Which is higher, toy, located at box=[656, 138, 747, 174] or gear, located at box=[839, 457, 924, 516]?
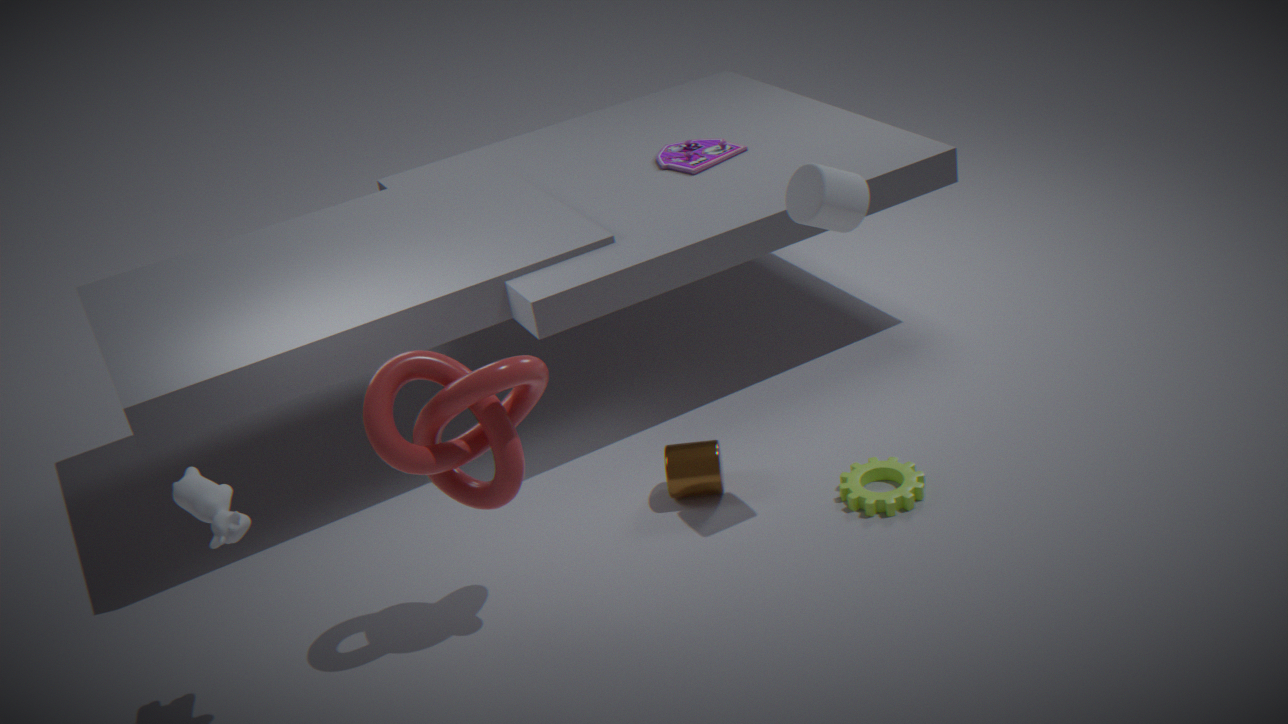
toy, located at box=[656, 138, 747, 174]
